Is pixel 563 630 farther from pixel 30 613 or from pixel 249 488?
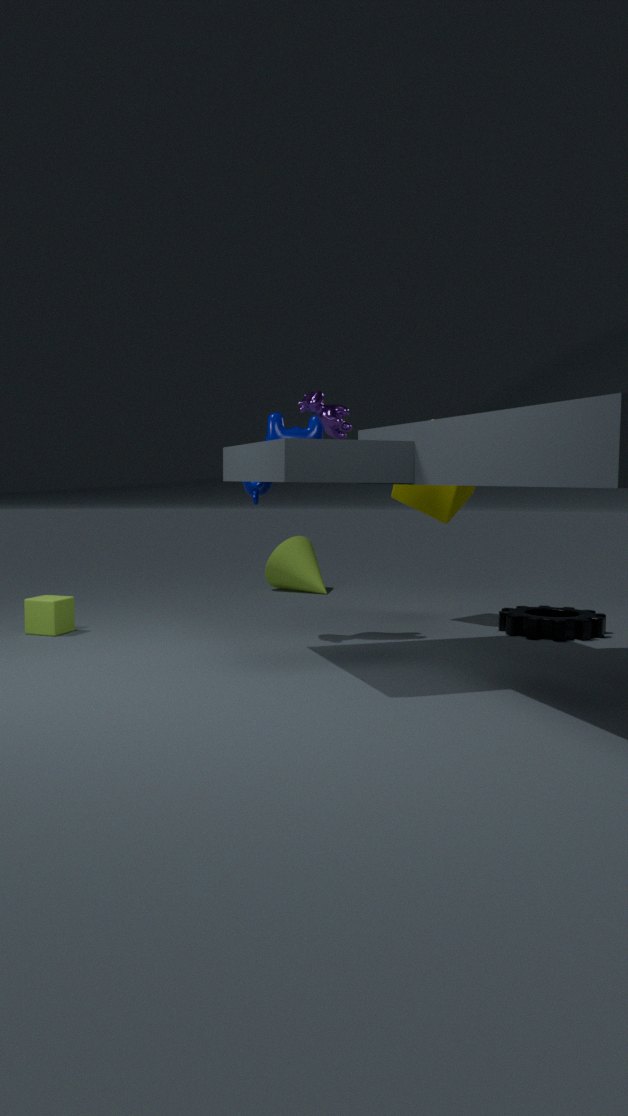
pixel 30 613
